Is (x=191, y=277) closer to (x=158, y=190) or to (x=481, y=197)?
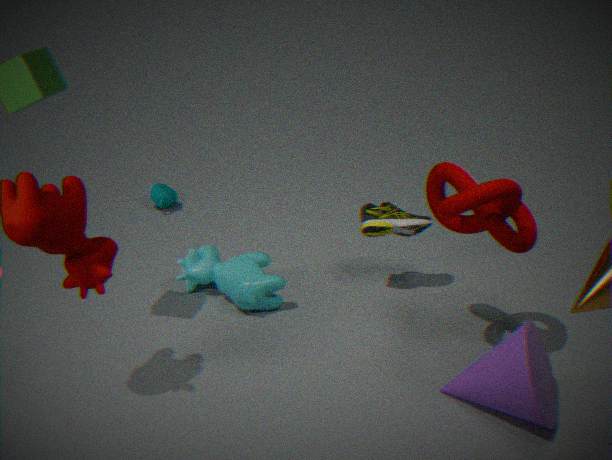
(x=158, y=190)
